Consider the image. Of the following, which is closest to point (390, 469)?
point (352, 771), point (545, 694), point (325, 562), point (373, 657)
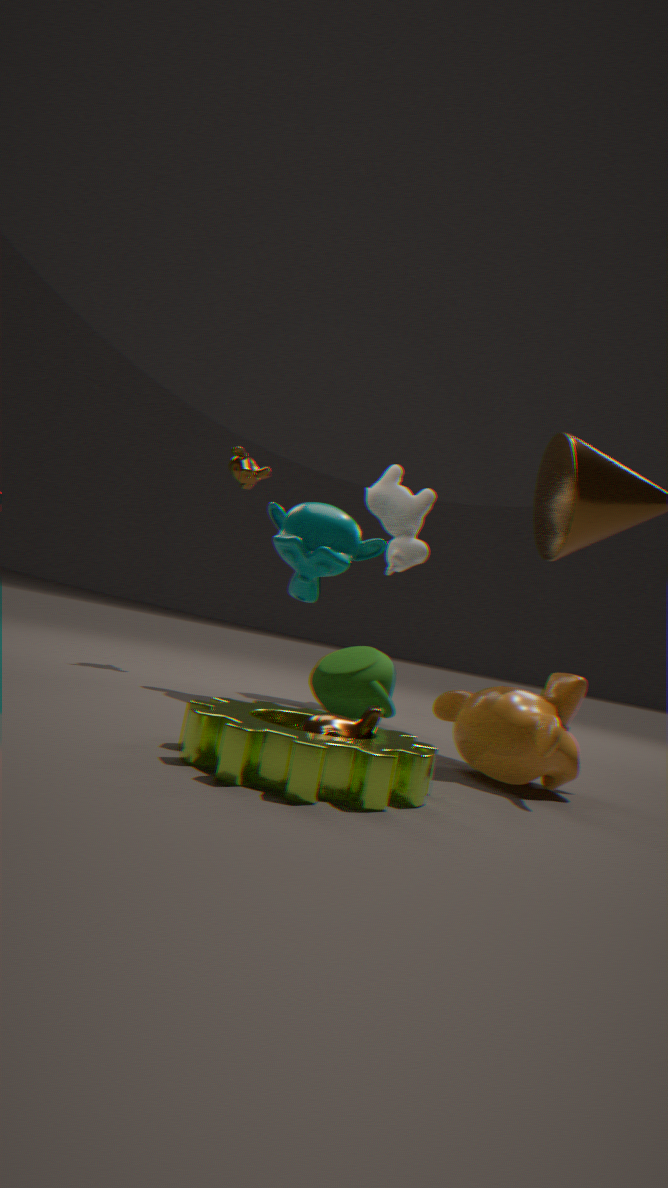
point (325, 562)
